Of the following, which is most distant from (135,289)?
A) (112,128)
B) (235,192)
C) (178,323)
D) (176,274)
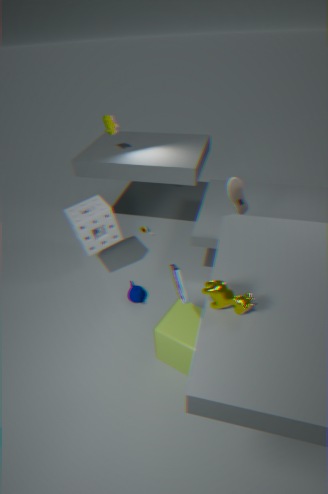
(112,128)
